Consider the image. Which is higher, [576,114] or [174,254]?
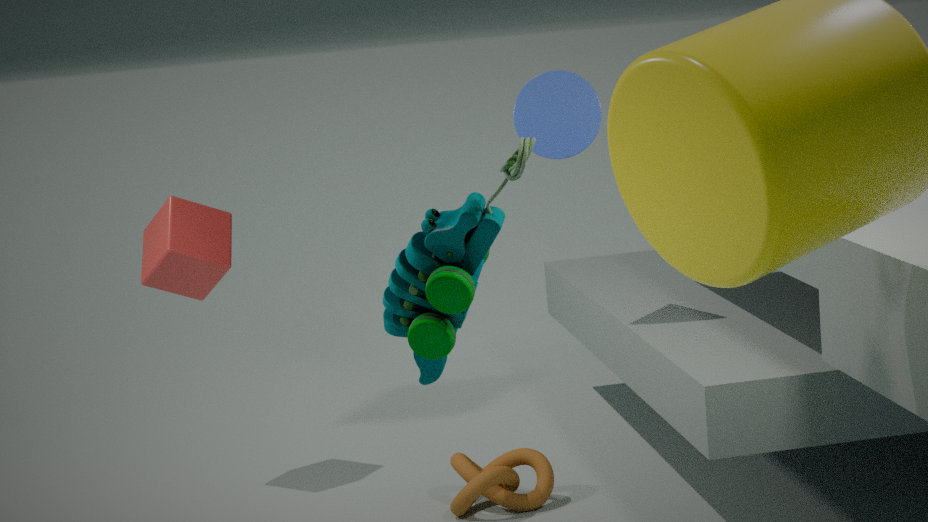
[576,114]
